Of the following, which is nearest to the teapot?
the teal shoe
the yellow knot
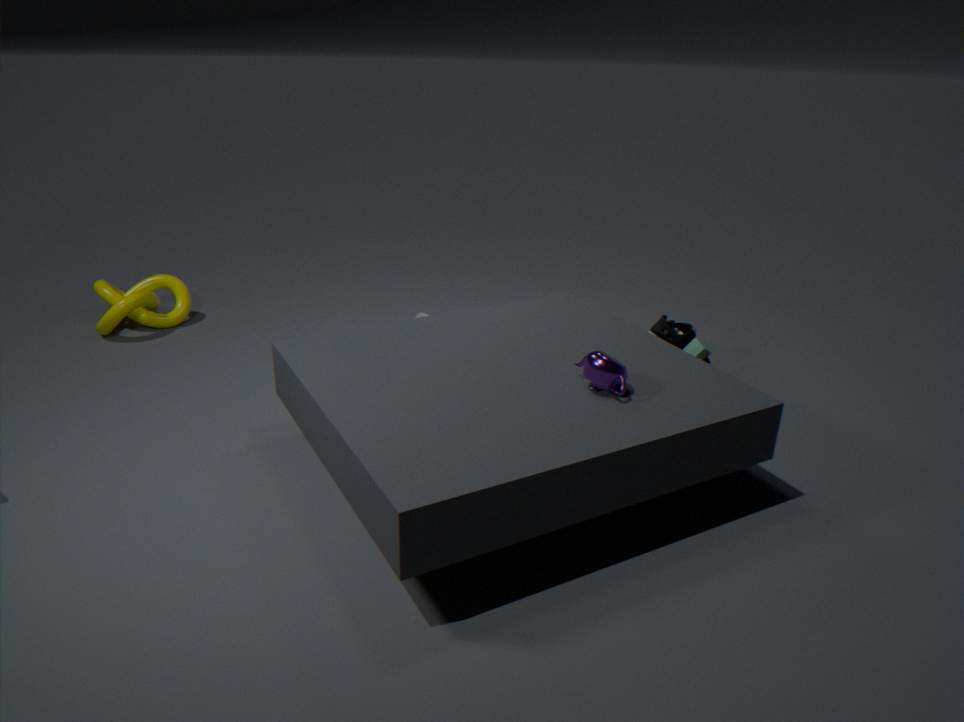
the teal shoe
